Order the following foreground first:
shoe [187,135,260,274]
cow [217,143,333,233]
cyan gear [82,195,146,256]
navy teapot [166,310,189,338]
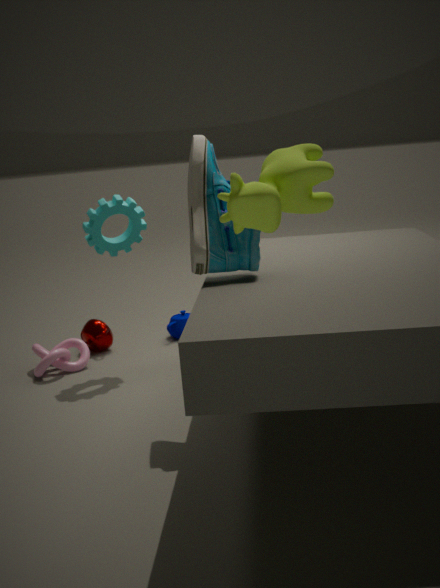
cow [217,143,333,233], shoe [187,135,260,274], cyan gear [82,195,146,256], navy teapot [166,310,189,338]
